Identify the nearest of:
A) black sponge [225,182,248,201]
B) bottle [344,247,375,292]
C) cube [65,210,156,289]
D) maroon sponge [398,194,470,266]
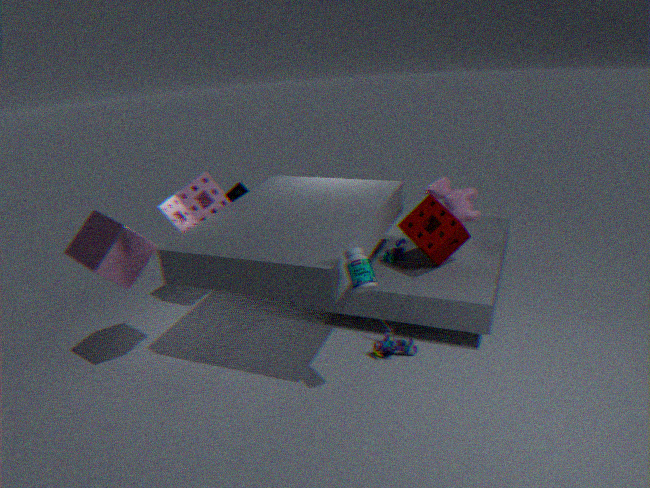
bottle [344,247,375,292]
